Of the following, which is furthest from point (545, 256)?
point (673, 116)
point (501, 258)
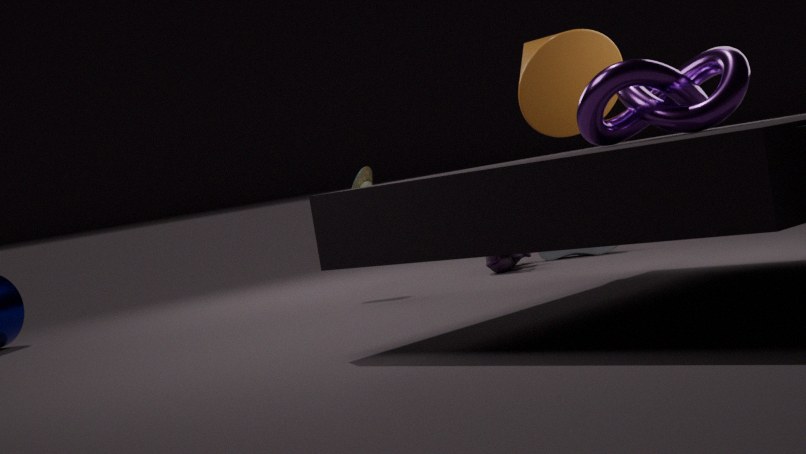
point (673, 116)
